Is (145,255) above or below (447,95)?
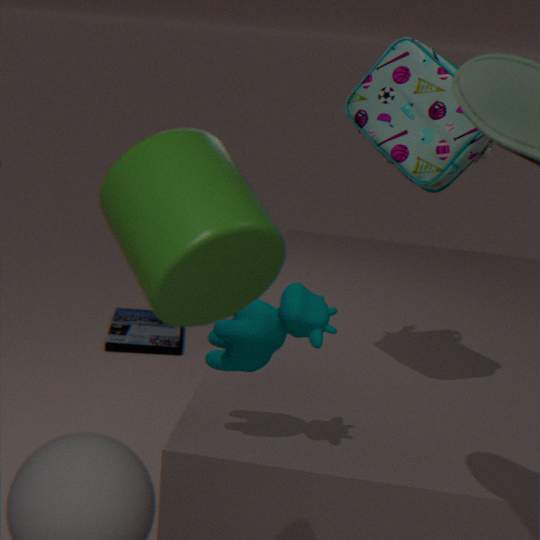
below
